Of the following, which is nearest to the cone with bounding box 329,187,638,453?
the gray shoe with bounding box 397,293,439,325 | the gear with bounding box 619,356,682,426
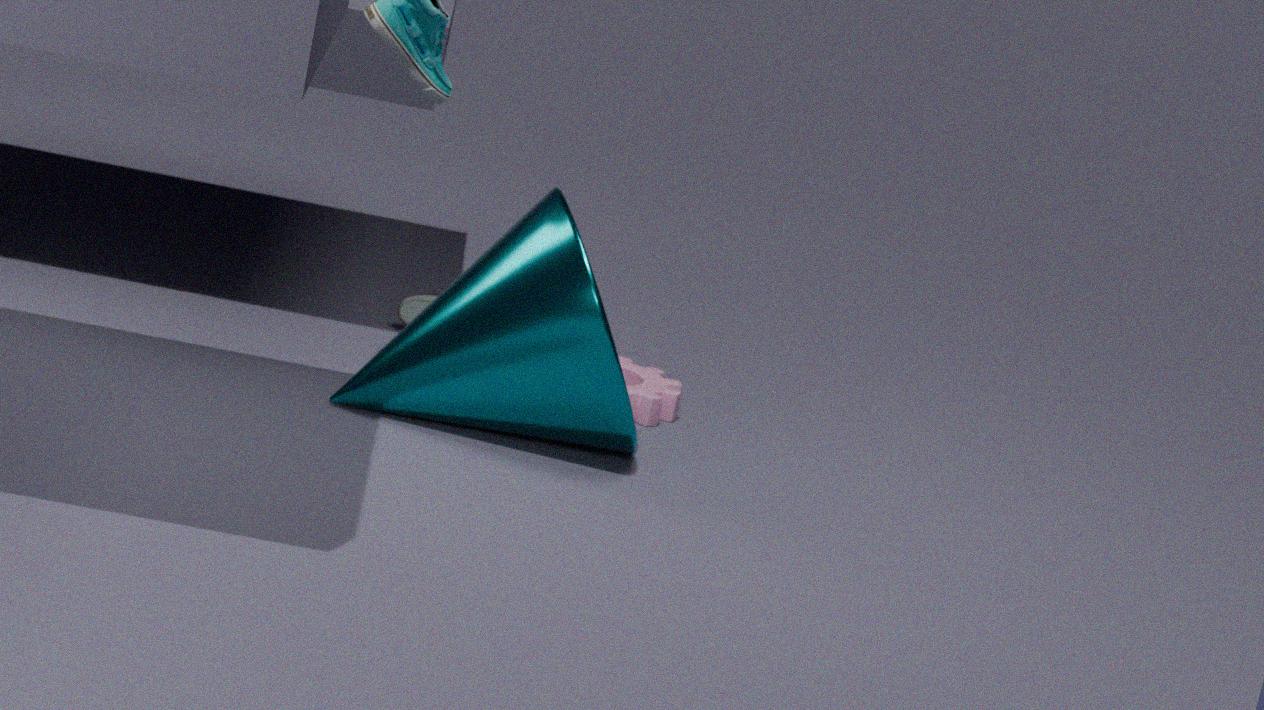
the gear with bounding box 619,356,682,426
